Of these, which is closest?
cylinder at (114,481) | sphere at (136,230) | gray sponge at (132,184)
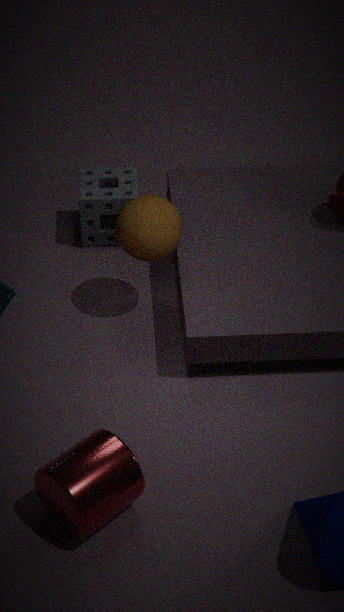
cylinder at (114,481)
